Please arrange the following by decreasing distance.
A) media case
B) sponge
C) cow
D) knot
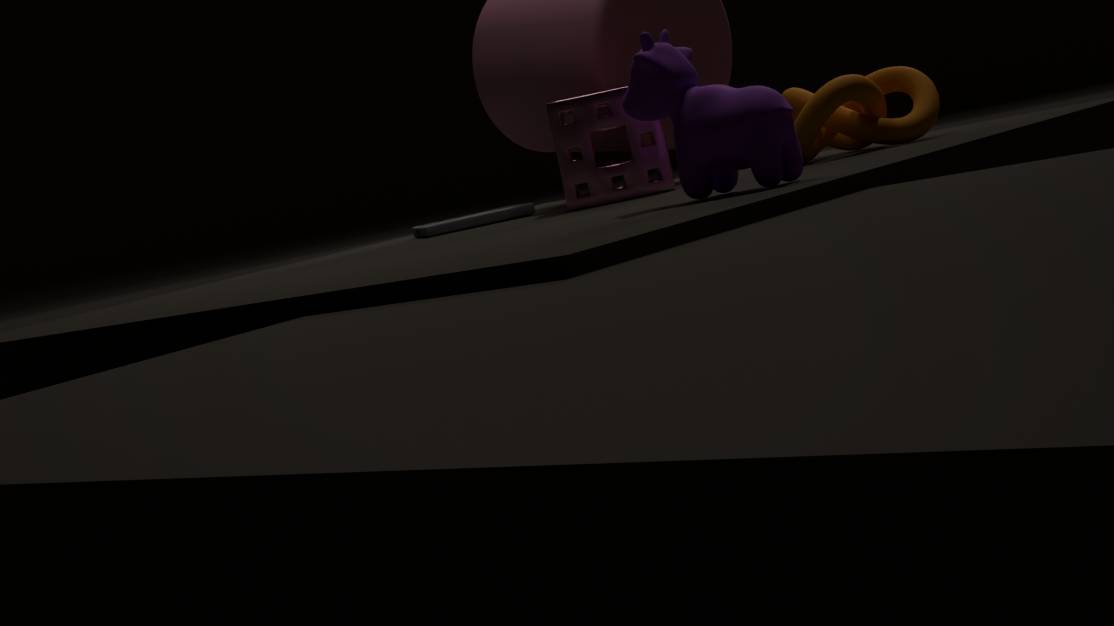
media case, sponge, knot, cow
